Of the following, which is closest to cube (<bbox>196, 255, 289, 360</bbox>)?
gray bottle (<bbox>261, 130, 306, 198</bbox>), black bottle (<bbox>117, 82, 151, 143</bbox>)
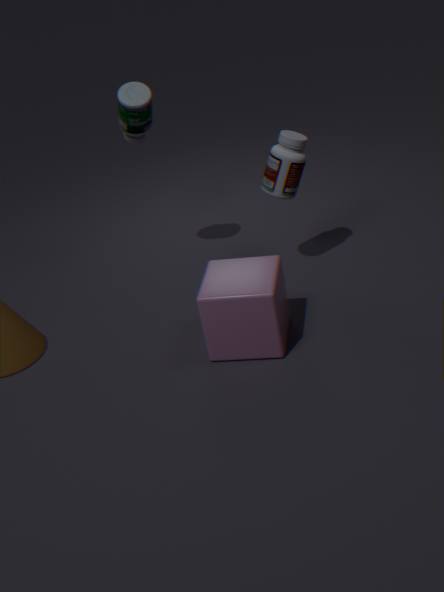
gray bottle (<bbox>261, 130, 306, 198</bbox>)
